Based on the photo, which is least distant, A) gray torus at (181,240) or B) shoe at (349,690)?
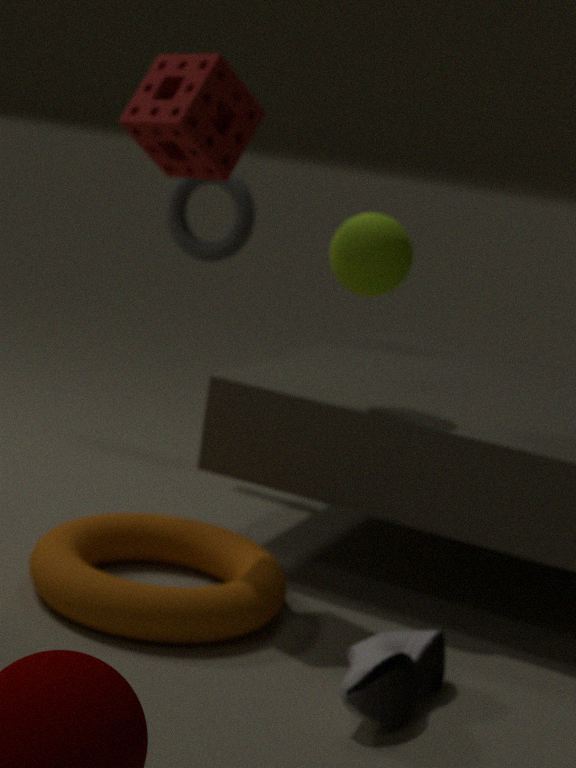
B. shoe at (349,690)
